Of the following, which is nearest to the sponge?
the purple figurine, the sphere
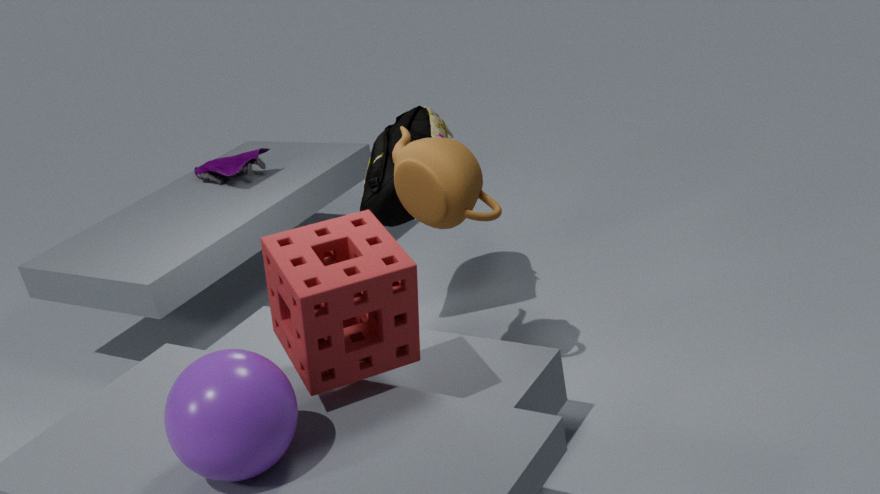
the sphere
